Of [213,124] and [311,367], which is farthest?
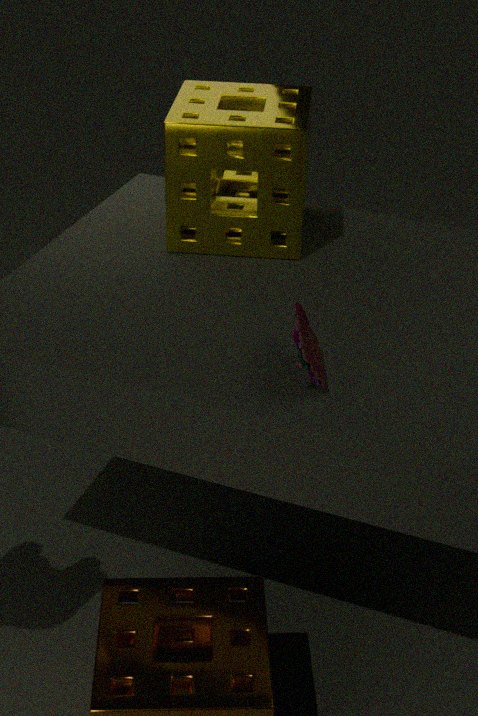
[213,124]
